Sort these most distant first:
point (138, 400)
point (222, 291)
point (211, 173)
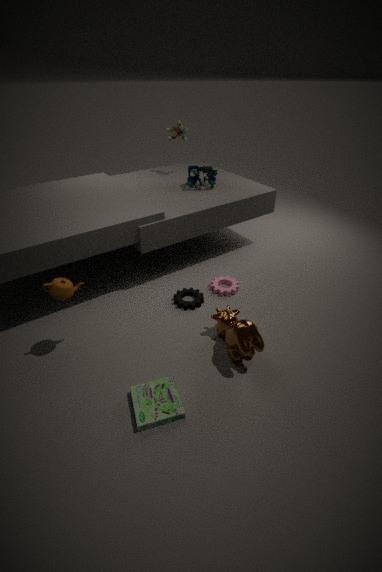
point (211, 173), point (222, 291), point (138, 400)
